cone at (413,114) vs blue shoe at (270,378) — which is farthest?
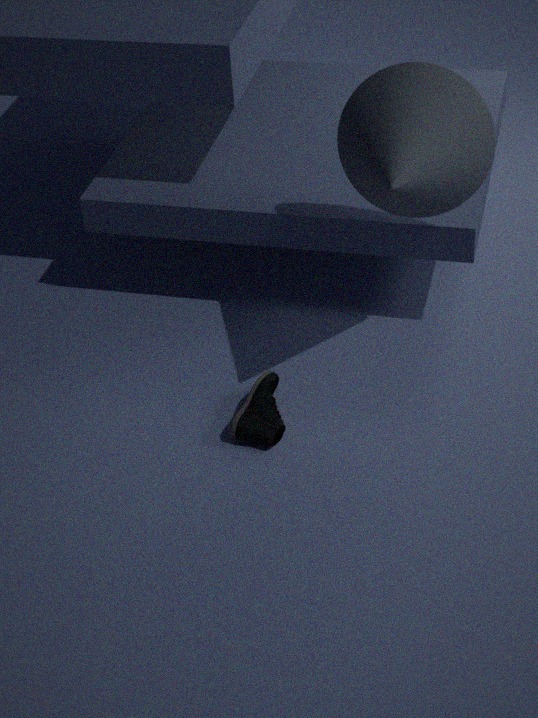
blue shoe at (270,378)
